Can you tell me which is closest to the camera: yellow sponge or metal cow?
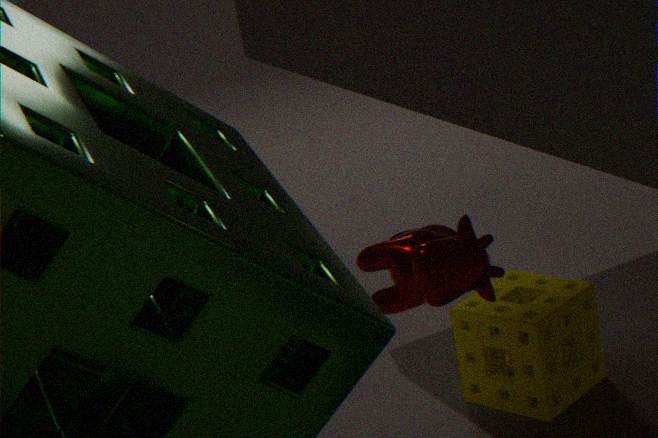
metal cow
